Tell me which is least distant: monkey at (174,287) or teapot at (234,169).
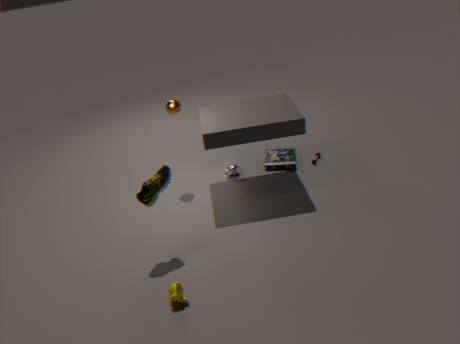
monkey at (174,287)
